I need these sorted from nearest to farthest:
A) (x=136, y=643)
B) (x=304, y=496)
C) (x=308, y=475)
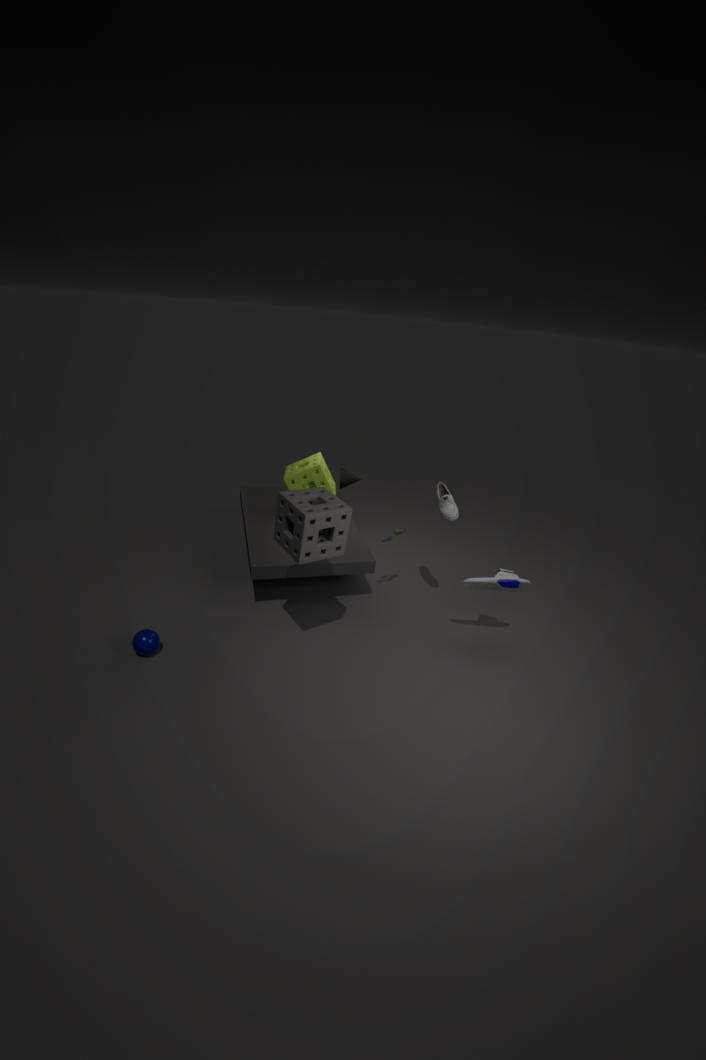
(x=304, y=496)
(x=136, y=643)
(x=308, y=475)
